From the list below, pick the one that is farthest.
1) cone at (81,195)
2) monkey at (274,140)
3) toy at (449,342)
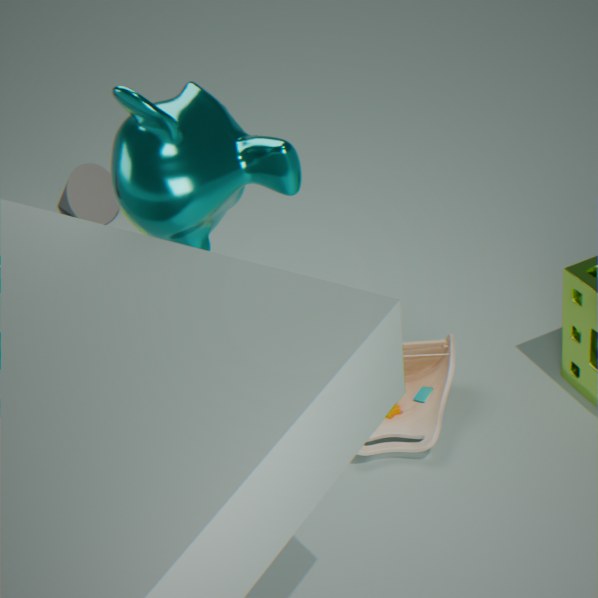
1. cone at (81,195)
